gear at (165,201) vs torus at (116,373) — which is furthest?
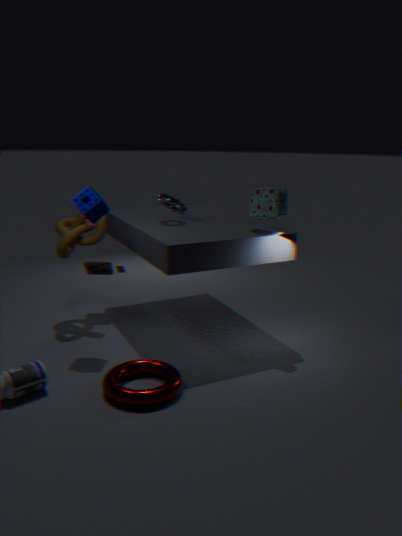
gear at (165,201)
